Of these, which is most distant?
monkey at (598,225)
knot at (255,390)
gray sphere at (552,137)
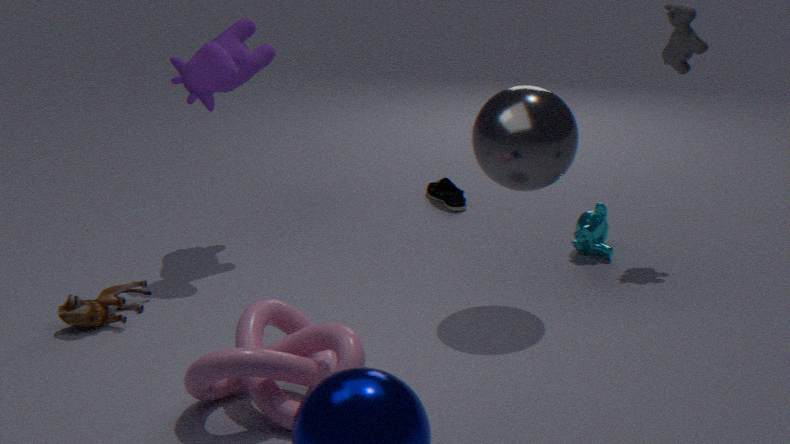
monkey at (598,225)
